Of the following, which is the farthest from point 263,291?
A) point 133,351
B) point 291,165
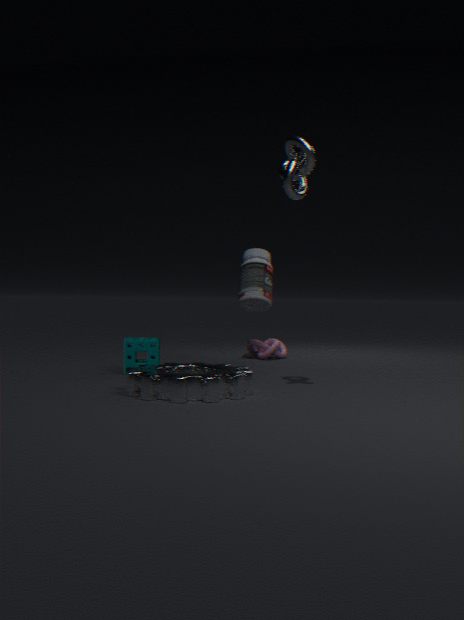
point 291,165
